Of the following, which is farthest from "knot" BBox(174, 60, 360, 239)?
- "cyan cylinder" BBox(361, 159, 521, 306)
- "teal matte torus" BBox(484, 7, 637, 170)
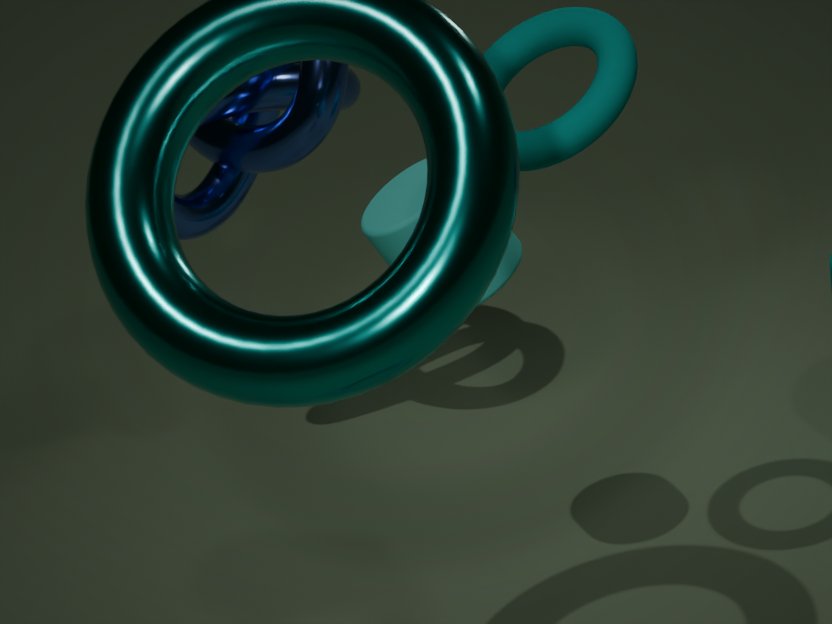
"teal matte torus" BBox(484, 7, 637, 170)
